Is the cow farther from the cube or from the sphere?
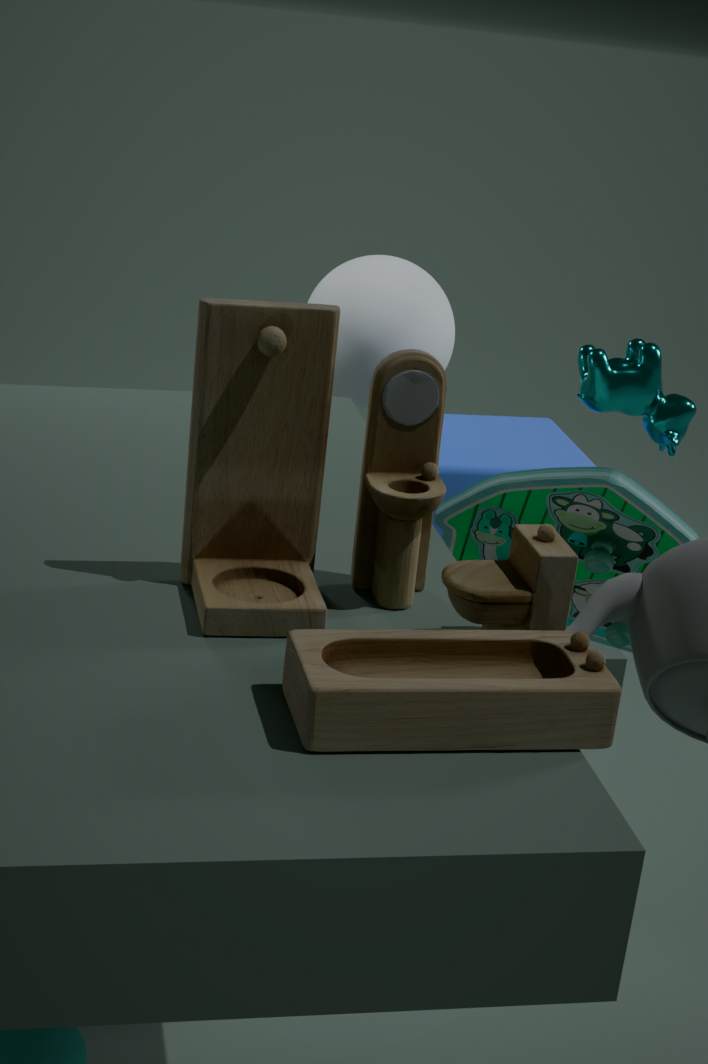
the sphere
